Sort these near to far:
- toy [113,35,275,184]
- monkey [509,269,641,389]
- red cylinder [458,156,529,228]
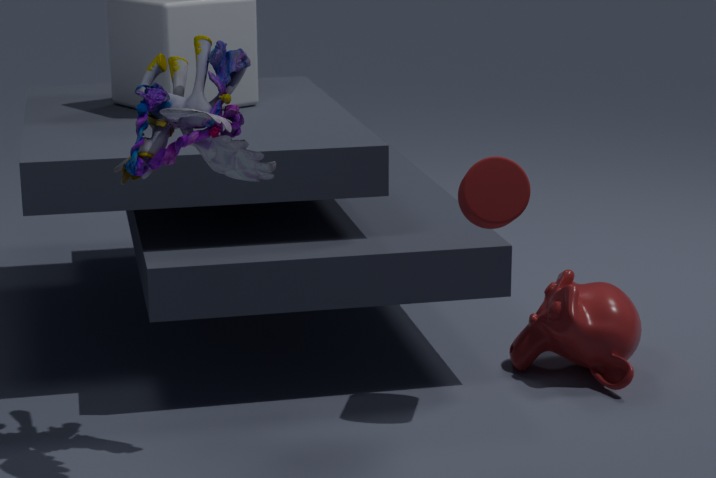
toy [113,35,275,184]
red cylinder [458,156,529,228]
monkey [509,269,641,389]
